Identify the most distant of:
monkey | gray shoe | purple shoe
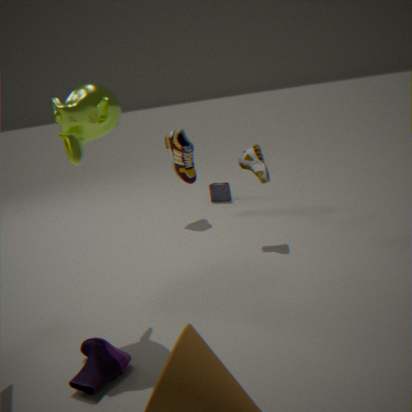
gray shoe
